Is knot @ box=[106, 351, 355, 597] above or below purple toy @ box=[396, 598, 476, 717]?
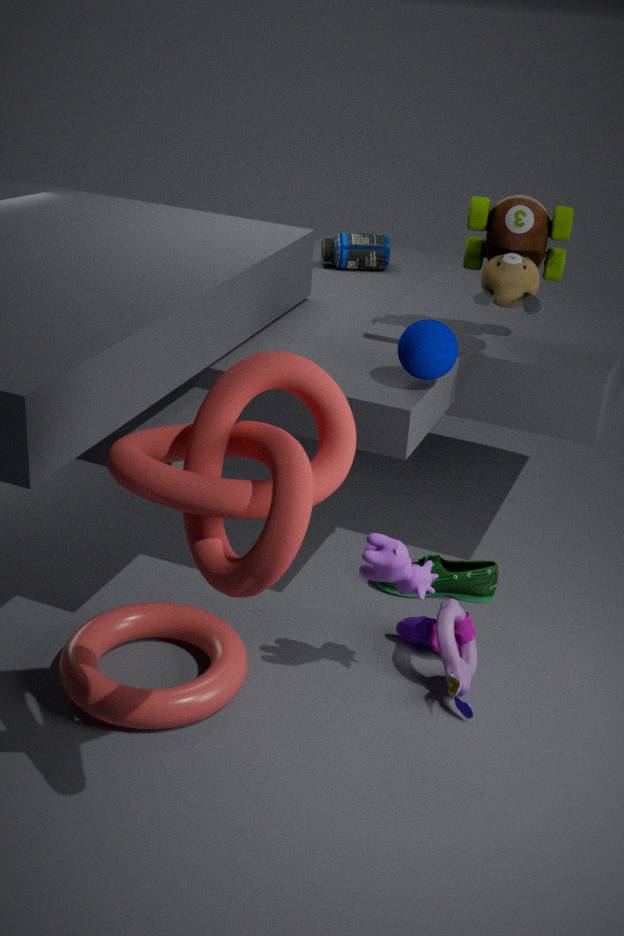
above
